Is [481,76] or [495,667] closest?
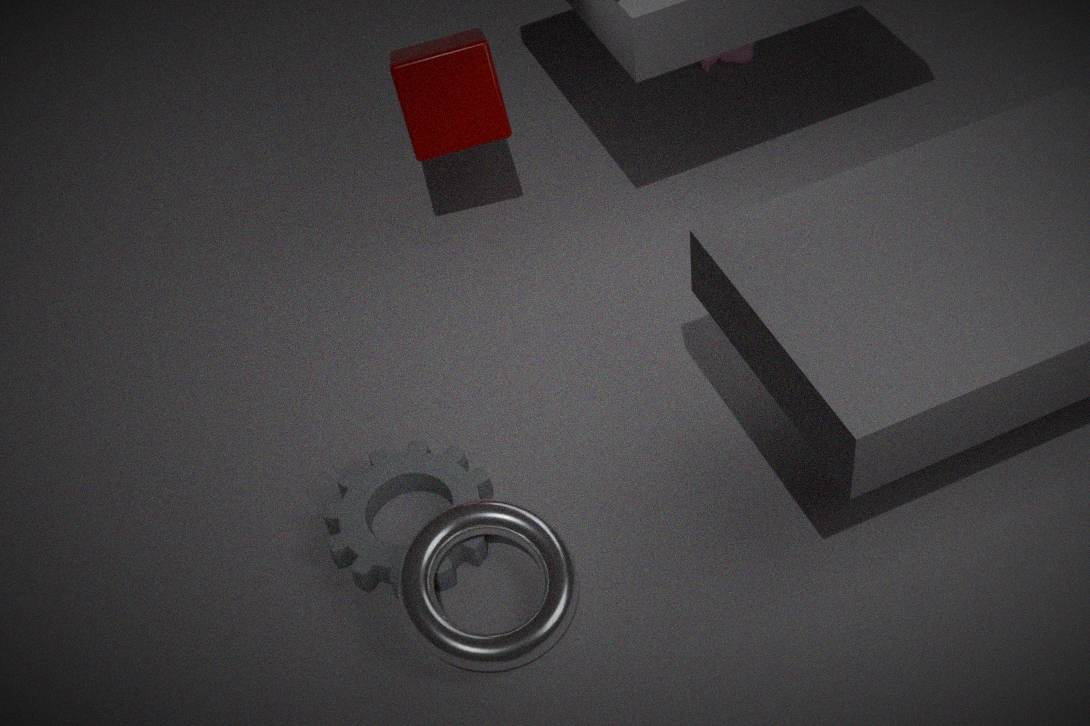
[495,667]
